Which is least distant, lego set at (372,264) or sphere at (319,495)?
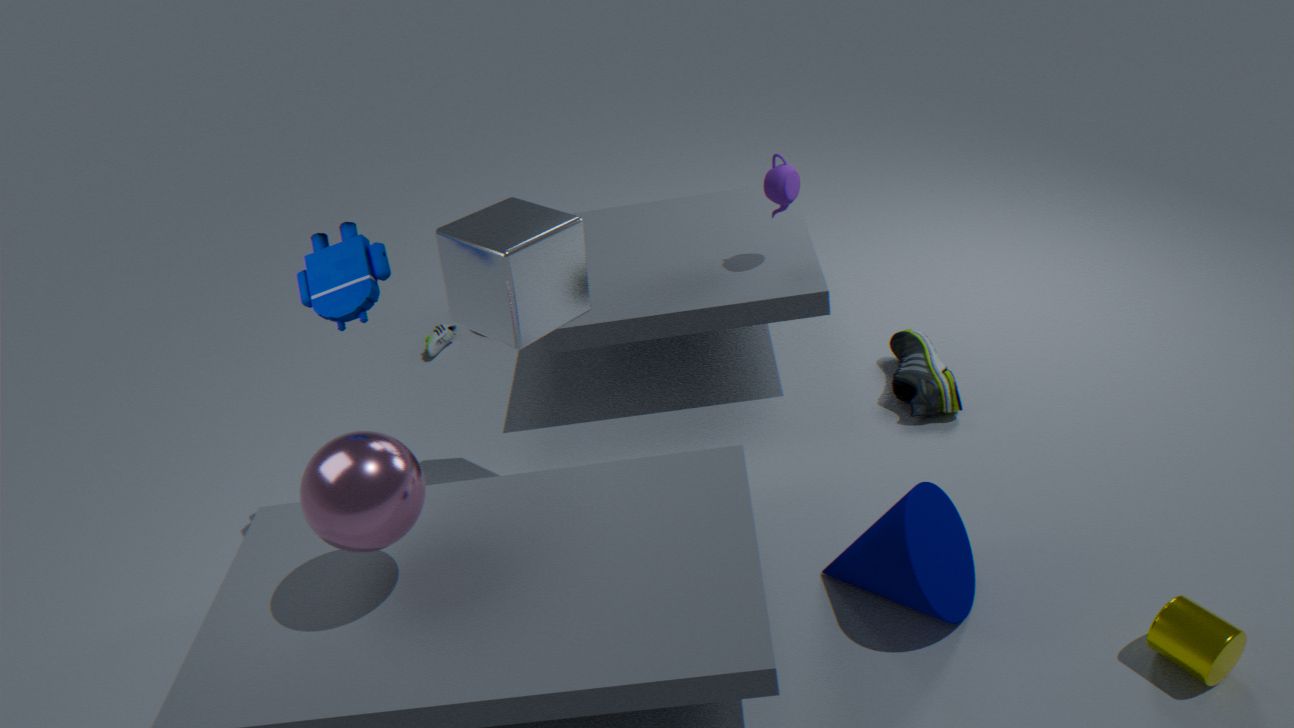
sphere at (319,495)
